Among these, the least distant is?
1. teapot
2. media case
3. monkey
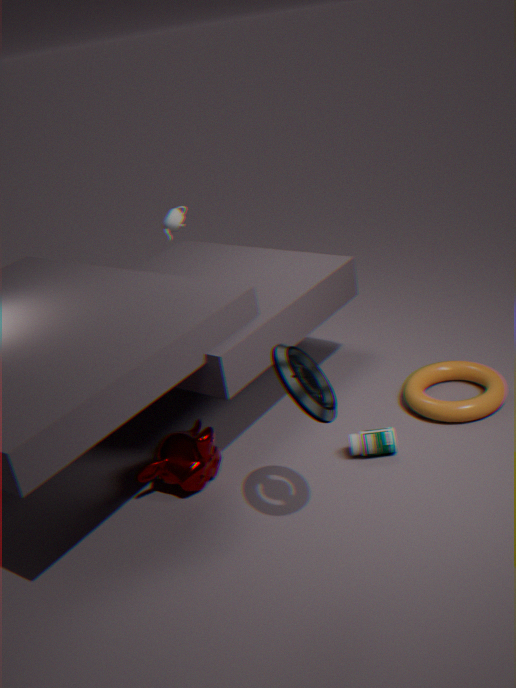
media case
